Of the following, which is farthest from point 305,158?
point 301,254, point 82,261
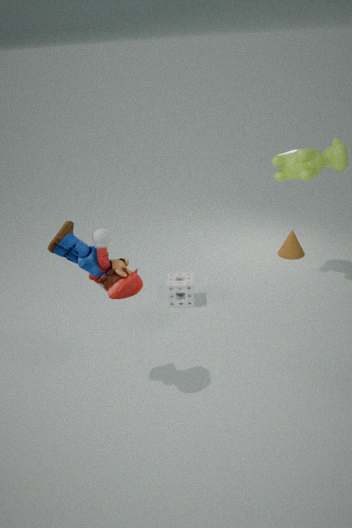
point 82,261
